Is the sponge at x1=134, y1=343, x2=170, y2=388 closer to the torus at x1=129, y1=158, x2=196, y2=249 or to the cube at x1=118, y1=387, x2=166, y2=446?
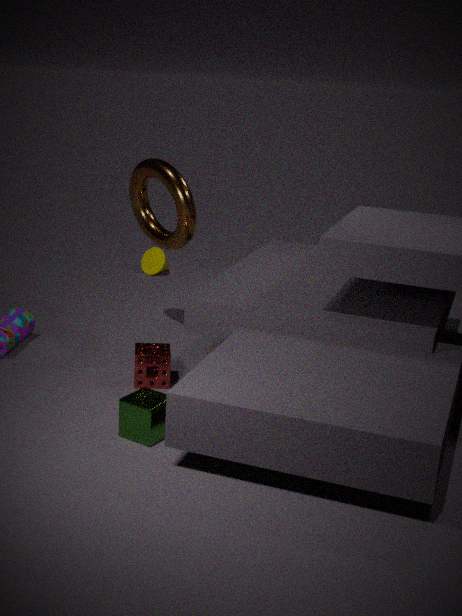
the cube at x1=118, y1=387, x2=166, y2=446
